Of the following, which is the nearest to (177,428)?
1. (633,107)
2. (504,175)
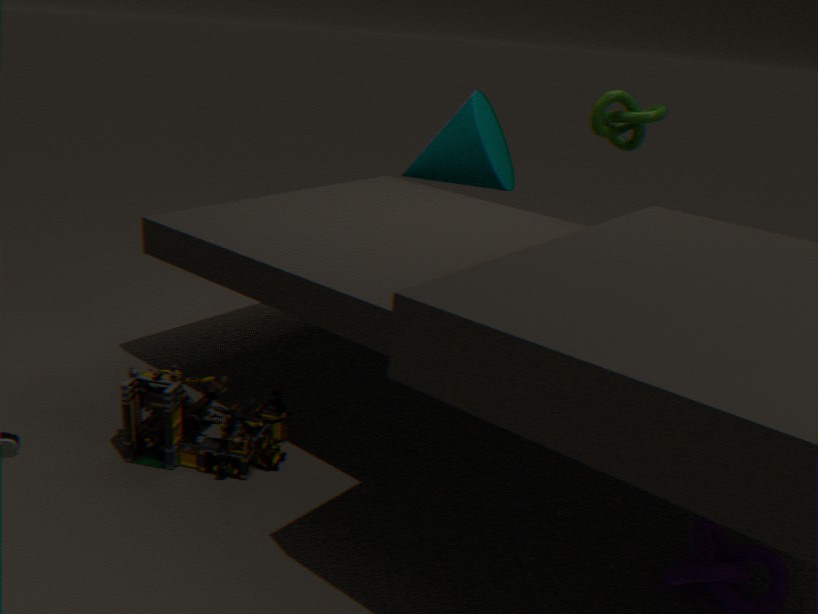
(504,175)
